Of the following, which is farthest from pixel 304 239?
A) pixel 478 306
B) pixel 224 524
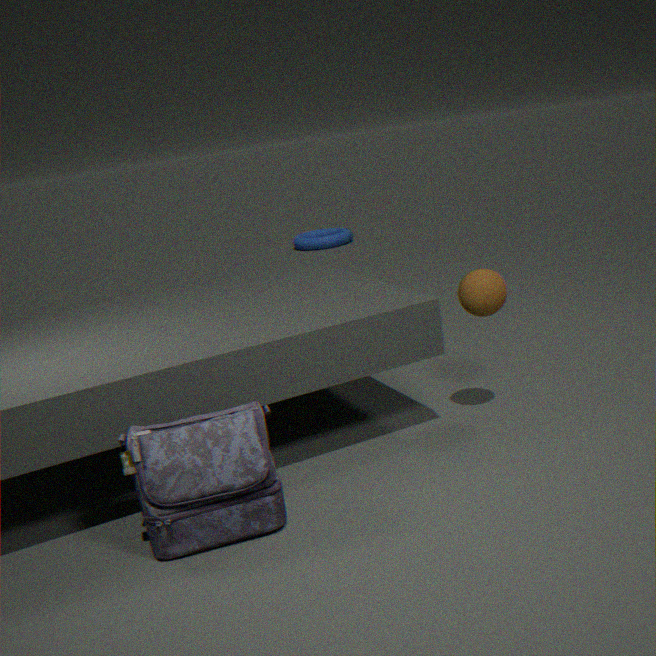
pixel 224 524
